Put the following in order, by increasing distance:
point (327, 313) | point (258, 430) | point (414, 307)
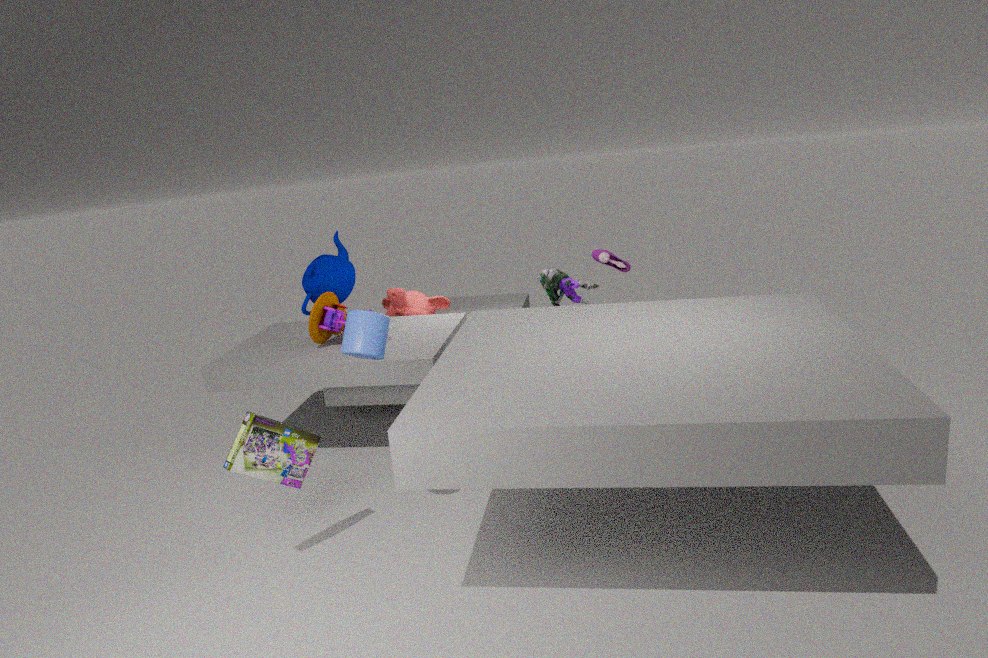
point (258, 430) → point (327, 313) → point (414, 307)
